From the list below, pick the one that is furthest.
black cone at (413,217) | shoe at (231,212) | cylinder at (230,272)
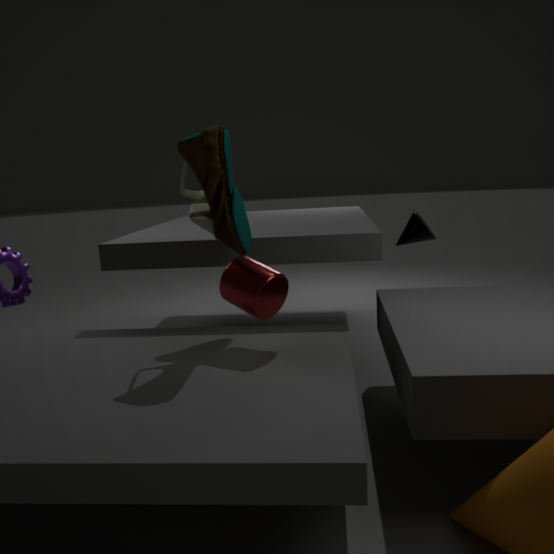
black cone at (413,217)
